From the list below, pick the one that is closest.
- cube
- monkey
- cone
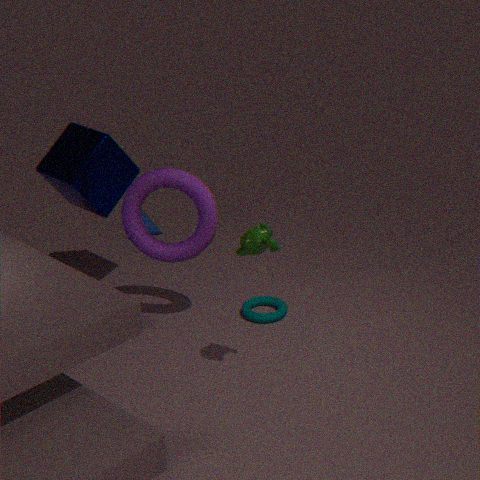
monkey
